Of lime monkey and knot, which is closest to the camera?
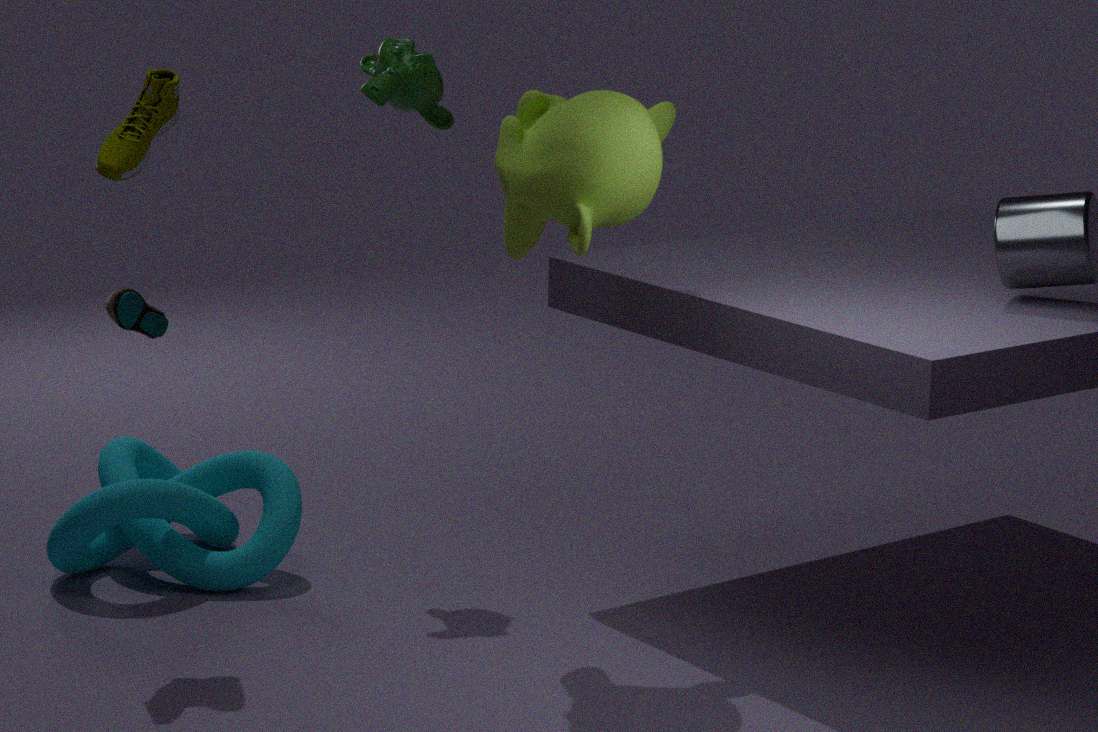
lime monkey
